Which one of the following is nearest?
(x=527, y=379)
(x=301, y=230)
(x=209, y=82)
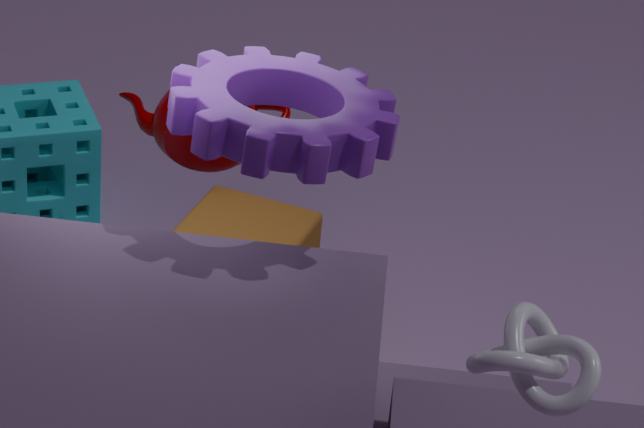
(x=527, y=379)
